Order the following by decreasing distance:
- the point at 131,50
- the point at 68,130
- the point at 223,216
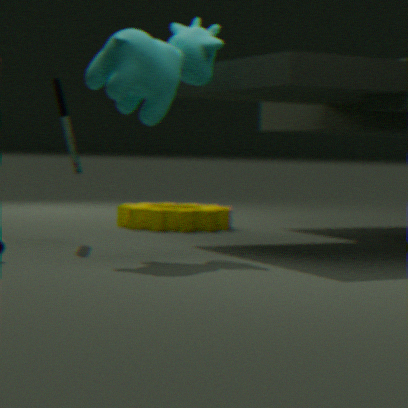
the point at 223,216 < the point at 68,130 < the point at 131,50
